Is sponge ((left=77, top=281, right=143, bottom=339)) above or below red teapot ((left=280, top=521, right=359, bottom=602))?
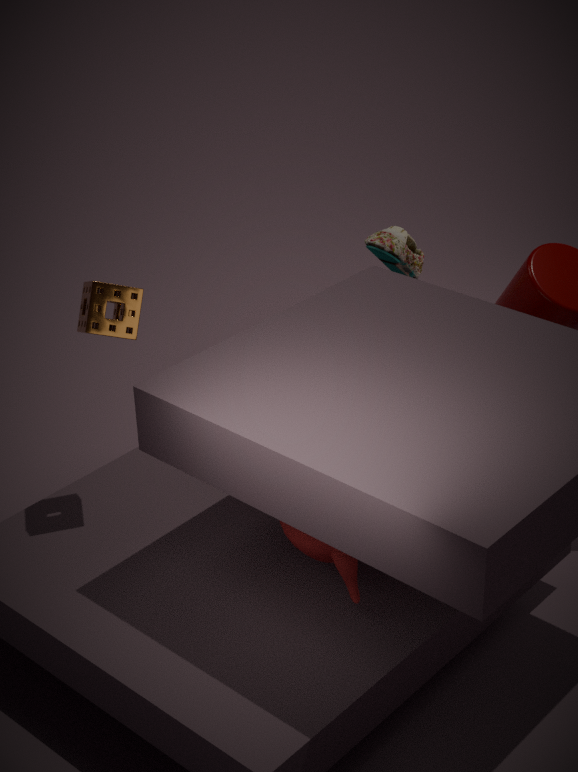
above
